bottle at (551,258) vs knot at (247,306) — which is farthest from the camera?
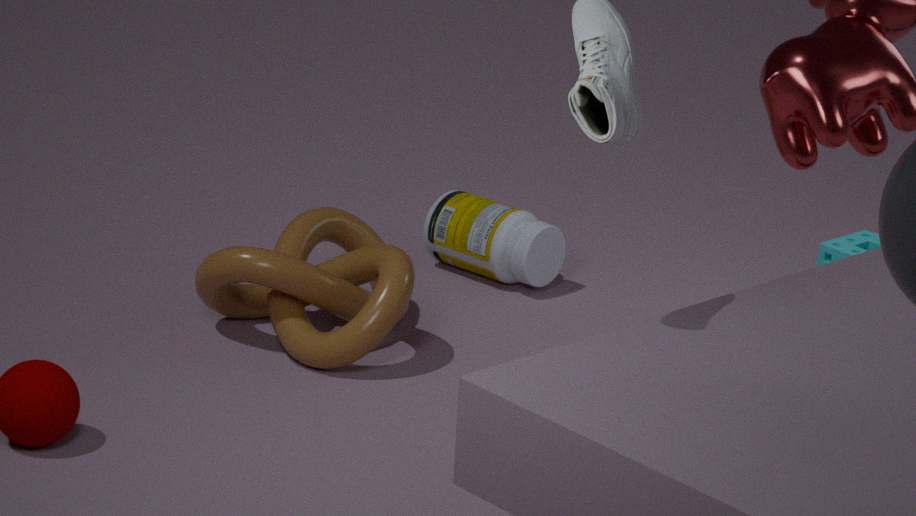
bottle at (551,258)
